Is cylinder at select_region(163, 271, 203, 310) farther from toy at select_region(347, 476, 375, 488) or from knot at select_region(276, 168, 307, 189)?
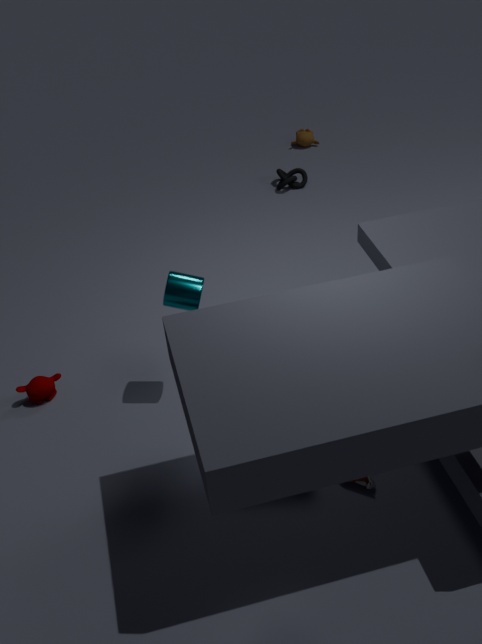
knot at select_region(276, 168, 307, 189)
